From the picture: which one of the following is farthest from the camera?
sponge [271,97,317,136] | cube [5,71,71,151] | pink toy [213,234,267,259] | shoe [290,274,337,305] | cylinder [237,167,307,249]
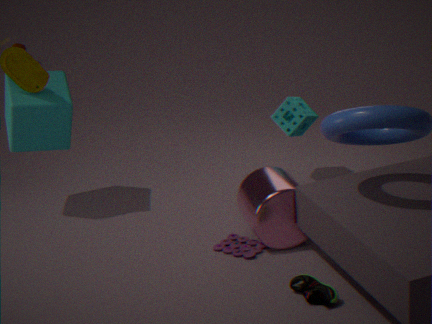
sponge [271,97,317,136]
